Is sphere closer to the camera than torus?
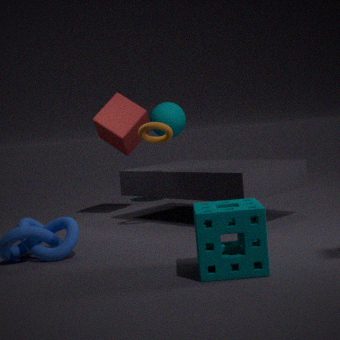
No
